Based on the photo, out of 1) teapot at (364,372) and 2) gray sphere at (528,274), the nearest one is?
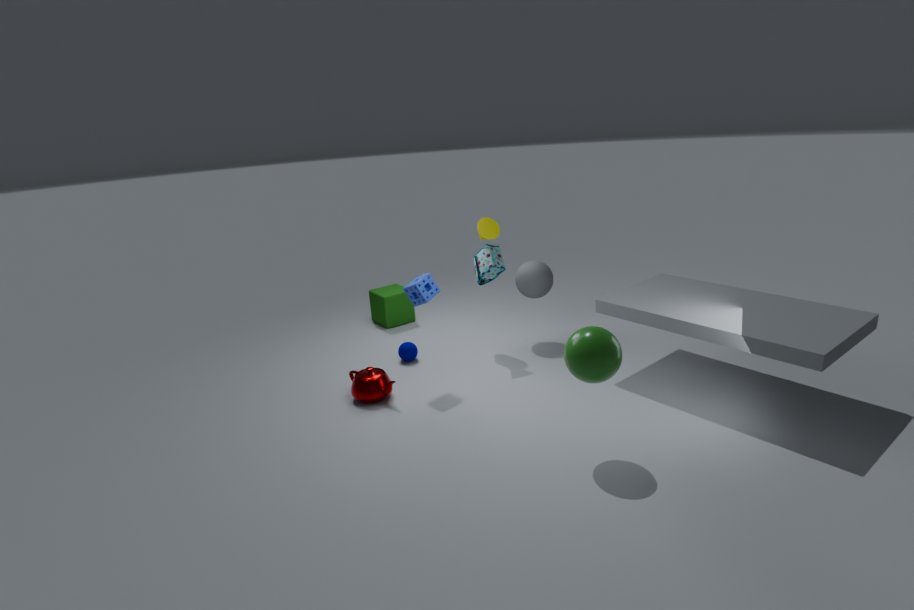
1. teapot at (364,372)
